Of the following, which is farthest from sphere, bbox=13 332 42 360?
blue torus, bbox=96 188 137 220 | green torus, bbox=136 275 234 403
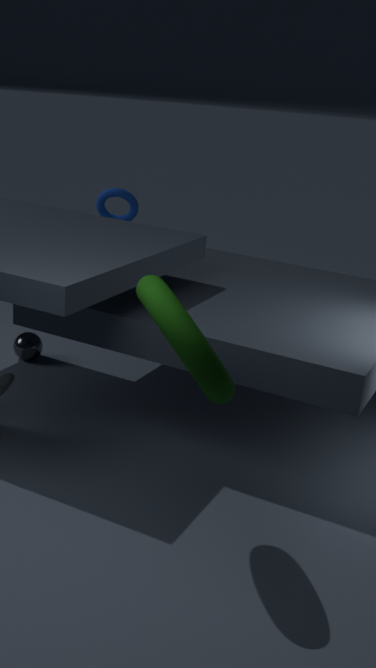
green torus, bbox=136 275 234 403
